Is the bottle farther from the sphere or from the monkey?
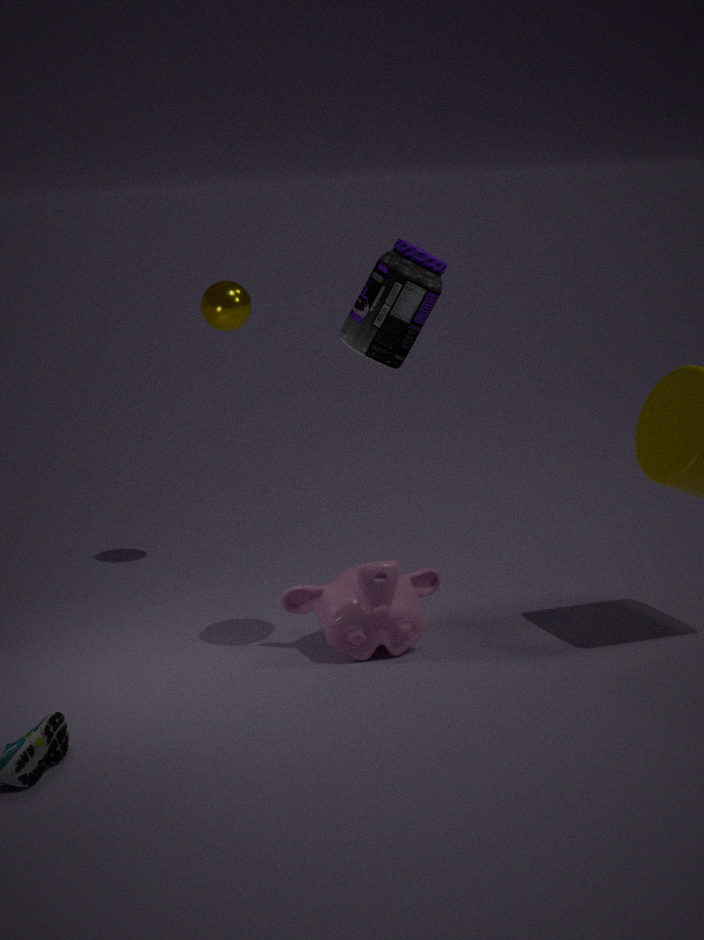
the sphere
